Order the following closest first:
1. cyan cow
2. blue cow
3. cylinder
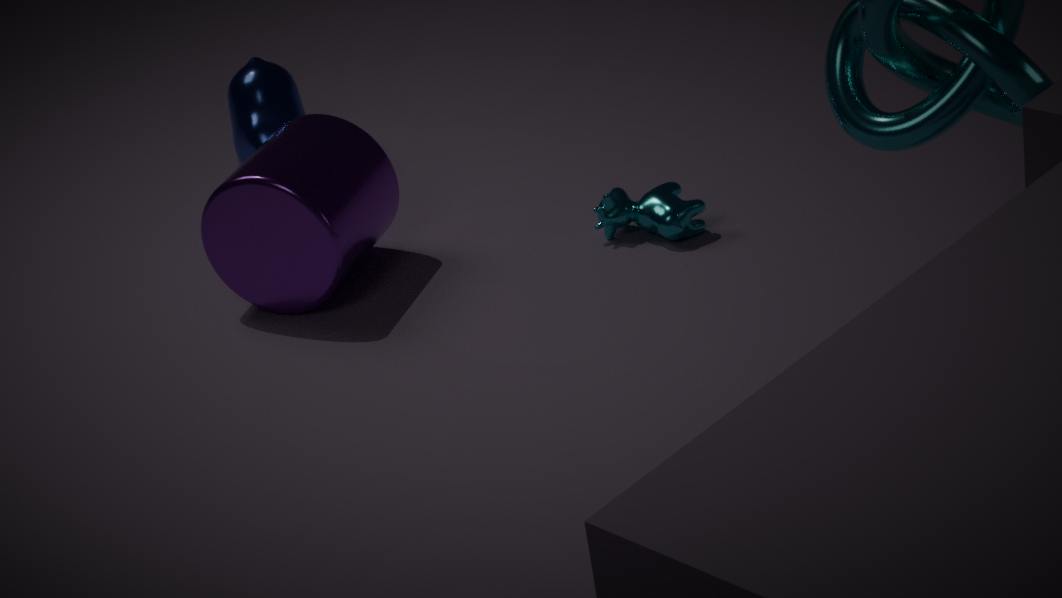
cylinder → cyan cow → blue cow
